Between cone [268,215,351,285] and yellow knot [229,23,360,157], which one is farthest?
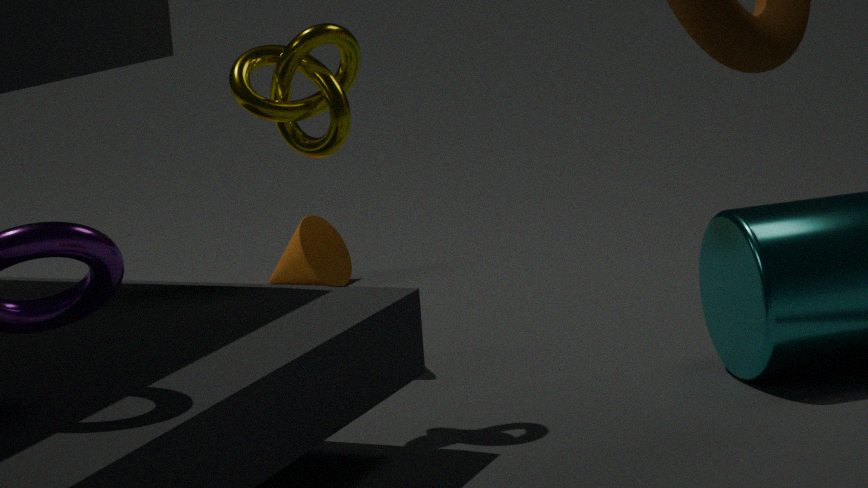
cone [268,215,351,285]
